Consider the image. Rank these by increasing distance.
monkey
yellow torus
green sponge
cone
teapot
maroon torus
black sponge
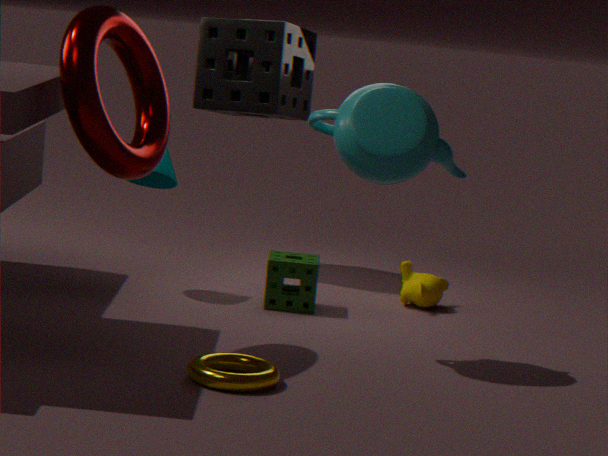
1. yellow torus
2. maroon torus
3. teapot
4. green sponge
5. cone
6. monkey
7. black sponge
